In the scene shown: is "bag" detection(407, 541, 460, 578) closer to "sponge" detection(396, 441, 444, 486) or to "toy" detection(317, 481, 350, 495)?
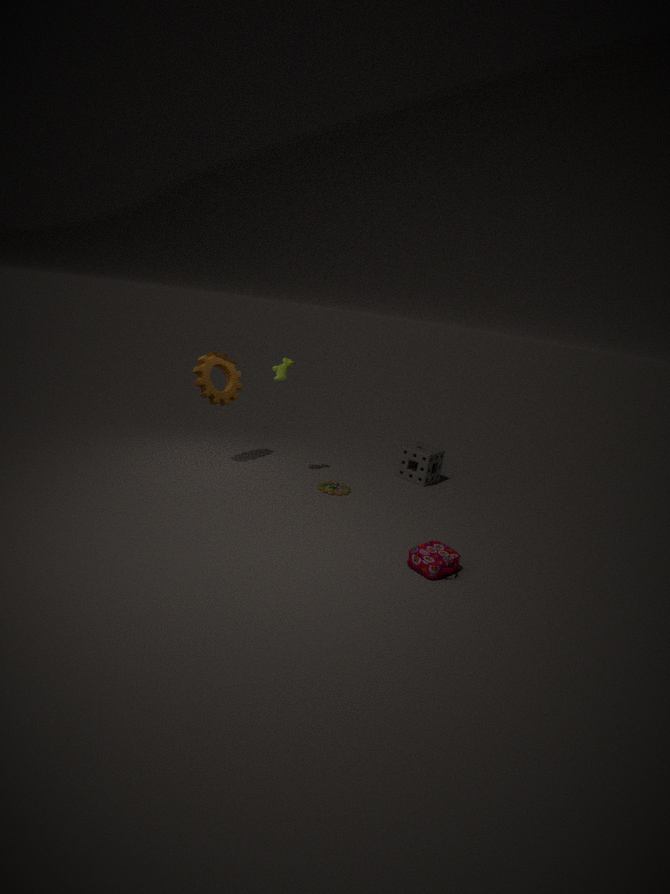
"toy" detection(317, 481, 350, 495)
